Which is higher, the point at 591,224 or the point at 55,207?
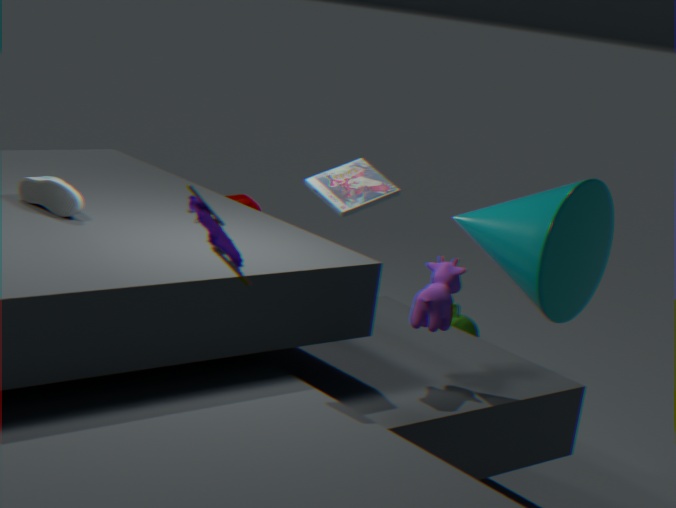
the point at 591,224
